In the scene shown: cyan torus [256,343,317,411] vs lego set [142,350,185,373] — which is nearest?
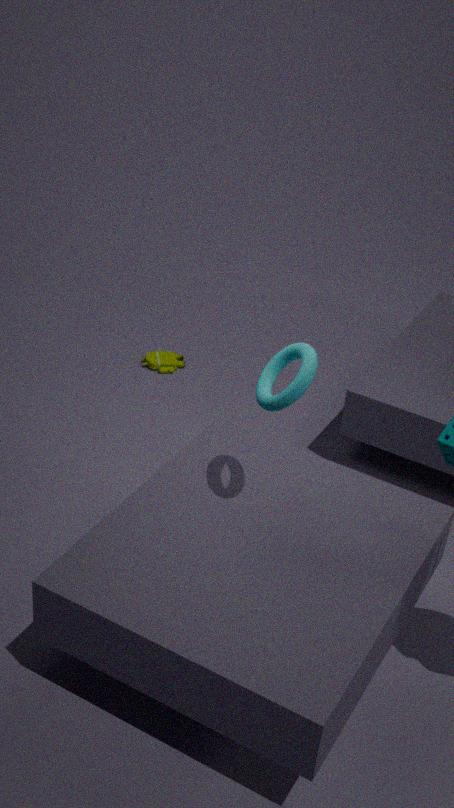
cyan torus [256,343,317,411]
